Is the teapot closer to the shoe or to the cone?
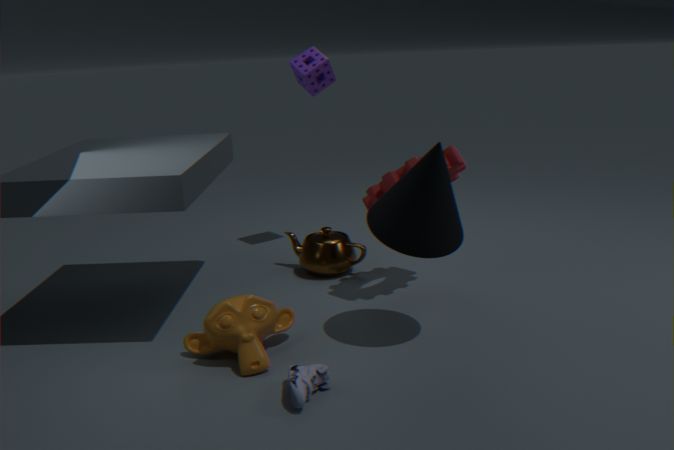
the cone
